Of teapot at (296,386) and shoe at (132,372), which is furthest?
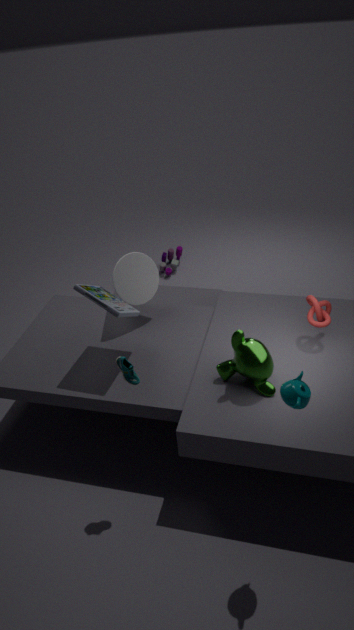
shoe at (132,372)
